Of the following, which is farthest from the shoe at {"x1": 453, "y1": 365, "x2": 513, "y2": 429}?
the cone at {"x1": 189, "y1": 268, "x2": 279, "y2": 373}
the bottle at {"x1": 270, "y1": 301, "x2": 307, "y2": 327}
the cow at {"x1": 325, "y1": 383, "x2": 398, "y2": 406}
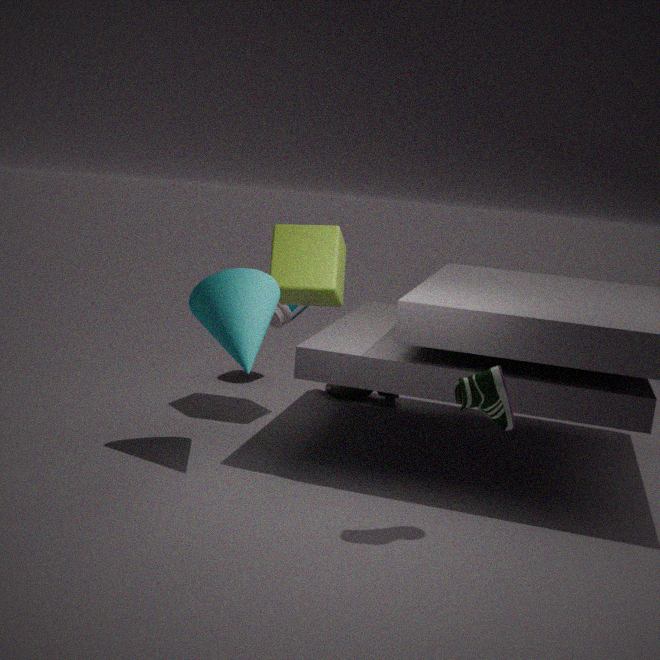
the bottle at {"x1": 270, "y1": 301, "x2": 307, "y2": 327}
